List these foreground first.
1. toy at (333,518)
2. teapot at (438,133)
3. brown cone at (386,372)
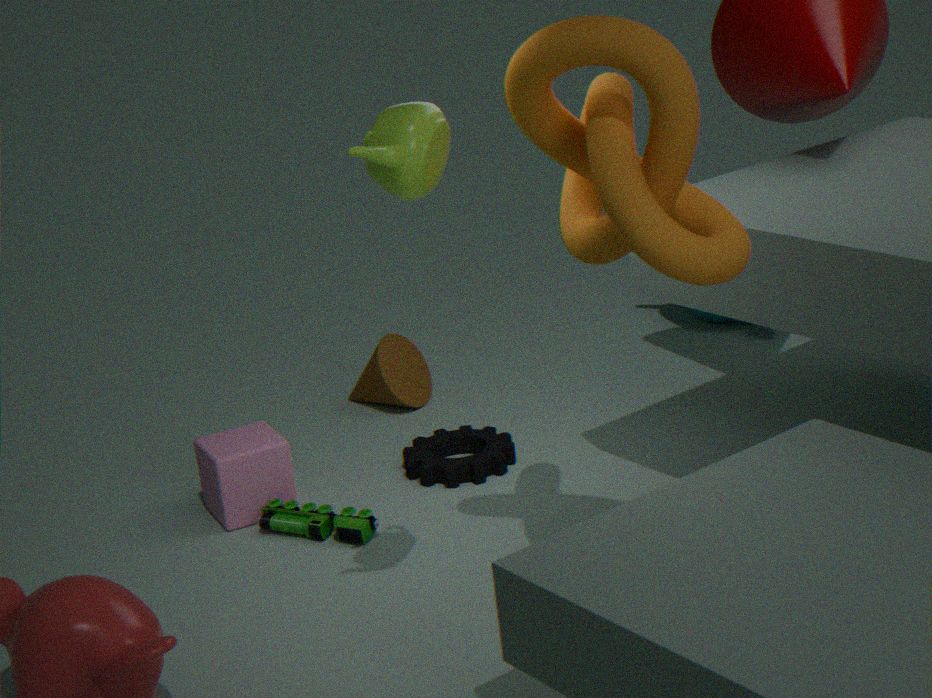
teapot at (438,133), toy at (333,518), brown cone at (386,372)
